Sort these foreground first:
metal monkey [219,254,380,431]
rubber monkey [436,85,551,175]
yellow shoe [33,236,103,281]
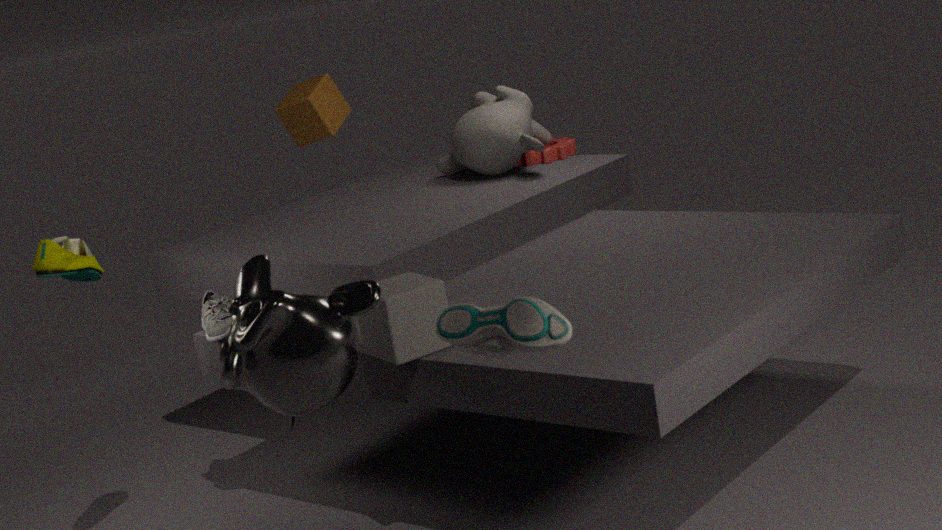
metal monkey [219,254,380,431]
yellow shoe [33,236,103,281]
rubber monkey [436,85,551,175]
